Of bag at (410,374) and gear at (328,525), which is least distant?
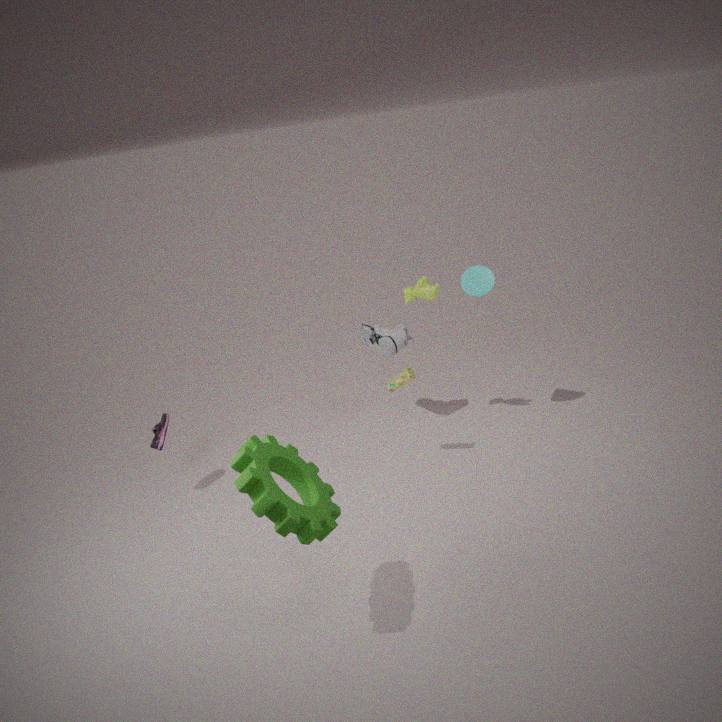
gear at (328,525)
